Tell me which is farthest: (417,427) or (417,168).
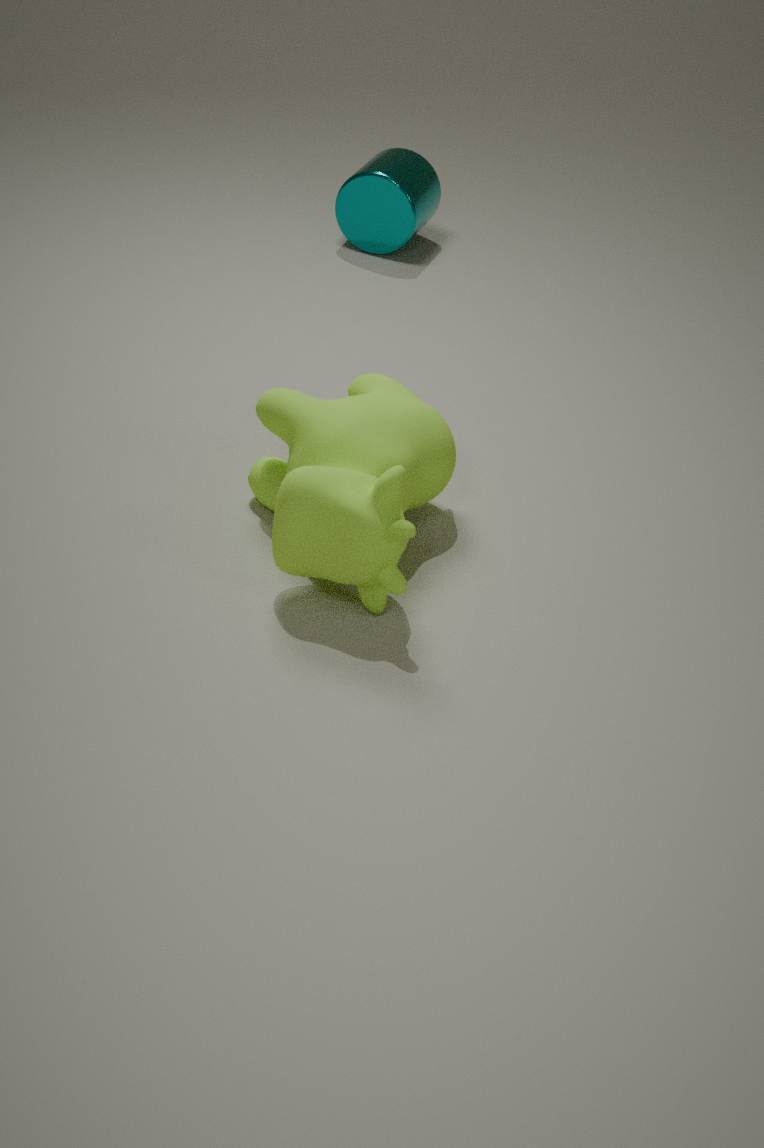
(417,168)
